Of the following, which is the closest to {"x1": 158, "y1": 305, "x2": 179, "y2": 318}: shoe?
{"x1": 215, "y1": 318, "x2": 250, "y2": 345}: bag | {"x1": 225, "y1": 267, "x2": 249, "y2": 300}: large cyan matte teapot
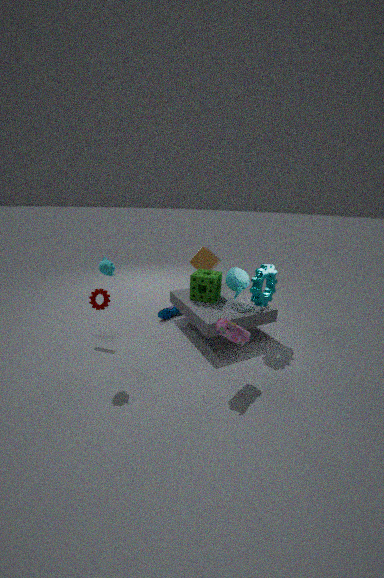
{"x1": 225, "y1": 267, "x2": 249, "y2": 300}: large cyan matte teapot
